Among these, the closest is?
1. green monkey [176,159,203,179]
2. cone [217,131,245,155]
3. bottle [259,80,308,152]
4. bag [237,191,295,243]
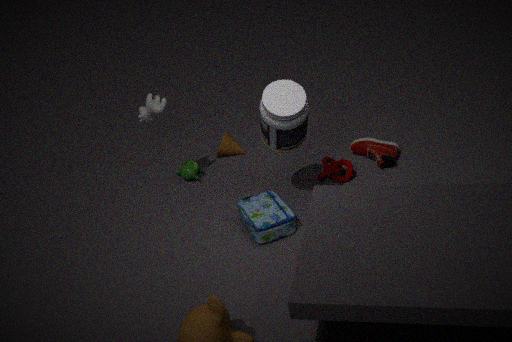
bottle [259,80,308,152]
